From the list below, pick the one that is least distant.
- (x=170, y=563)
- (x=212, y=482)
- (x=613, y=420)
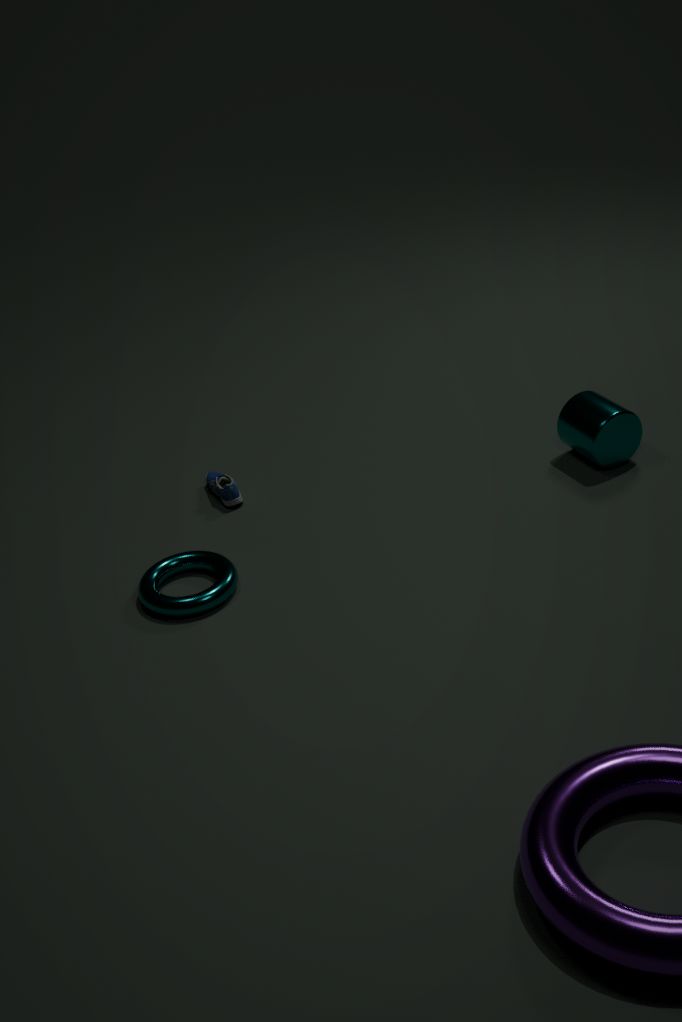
(x=170, y=563)
